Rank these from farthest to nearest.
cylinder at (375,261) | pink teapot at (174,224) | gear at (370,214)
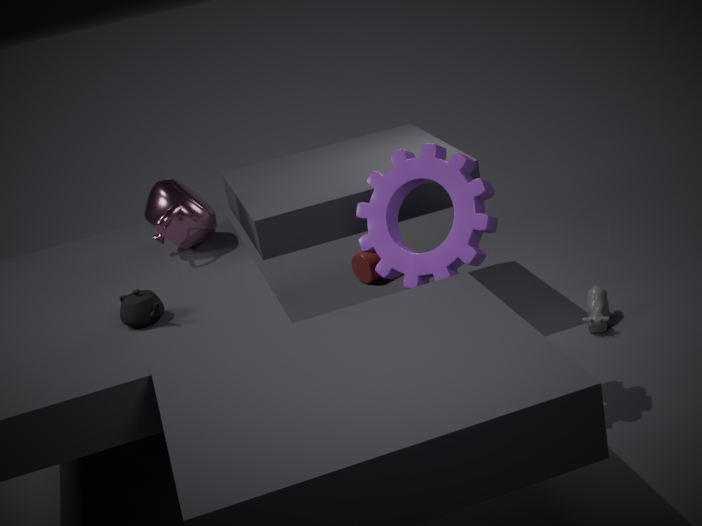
cylinder at (375,261), pink teapot at (174,224), gear at (370,214)
